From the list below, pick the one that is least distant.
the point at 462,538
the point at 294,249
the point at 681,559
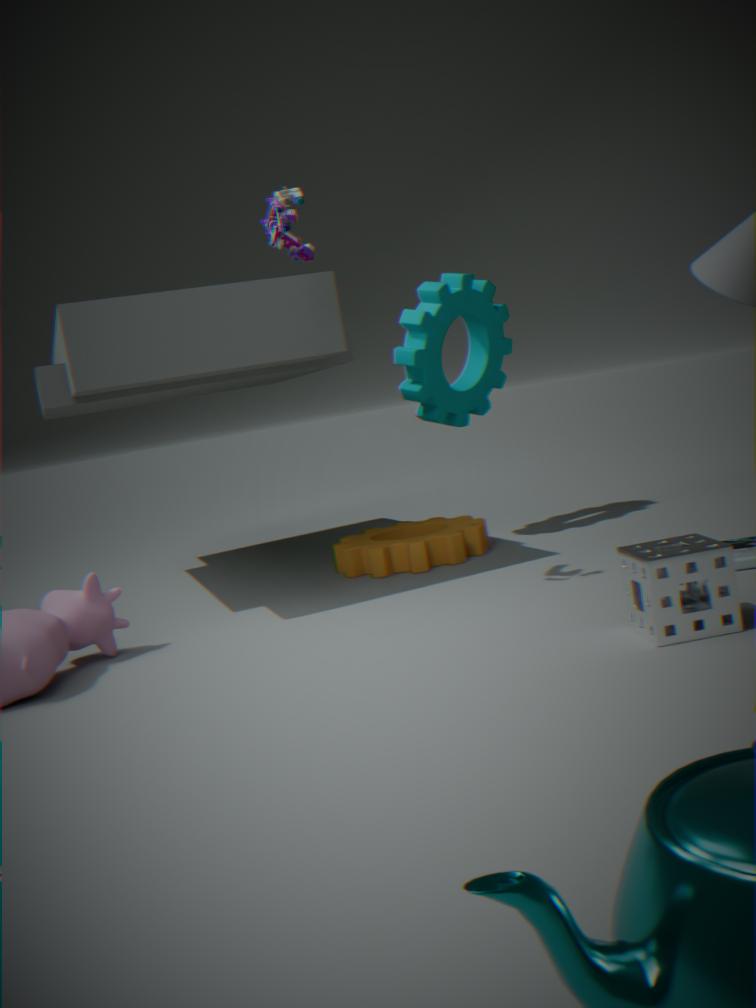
the point at 681,559
